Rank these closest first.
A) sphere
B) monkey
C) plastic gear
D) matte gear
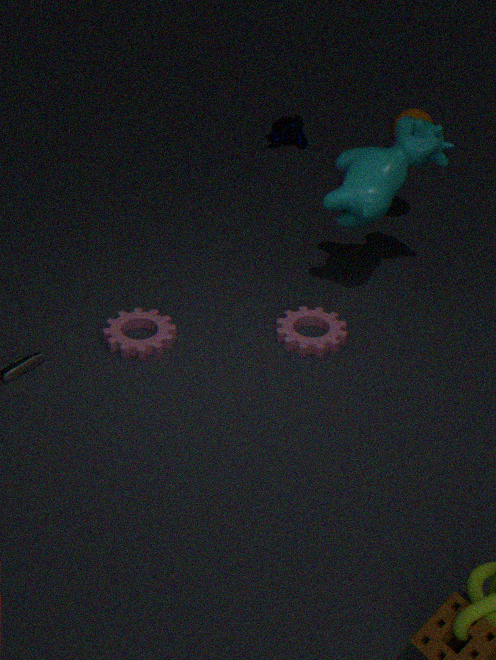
plastic gear < matte gear < sphere < monkey
